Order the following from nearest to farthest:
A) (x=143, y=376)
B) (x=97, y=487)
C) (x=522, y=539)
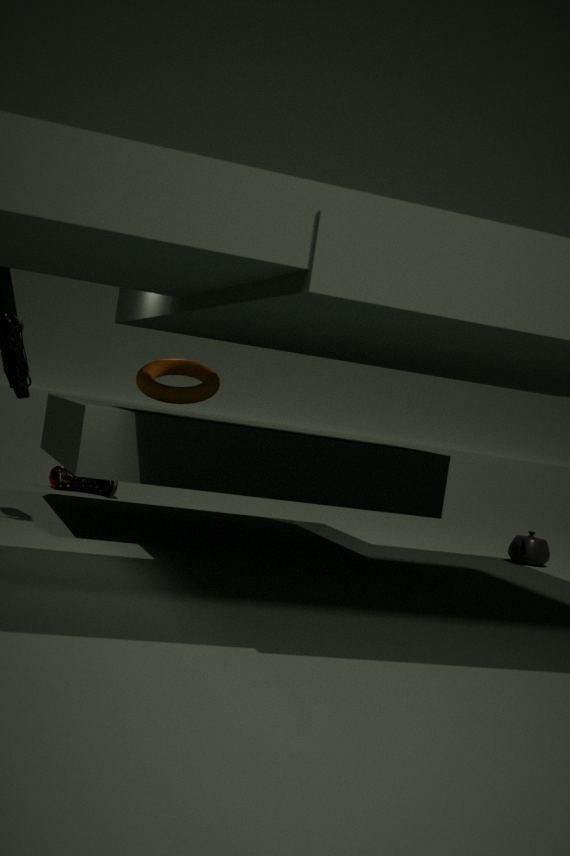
(x=143, y=376)
(x=522, y=539)
(x=97, y=487)
